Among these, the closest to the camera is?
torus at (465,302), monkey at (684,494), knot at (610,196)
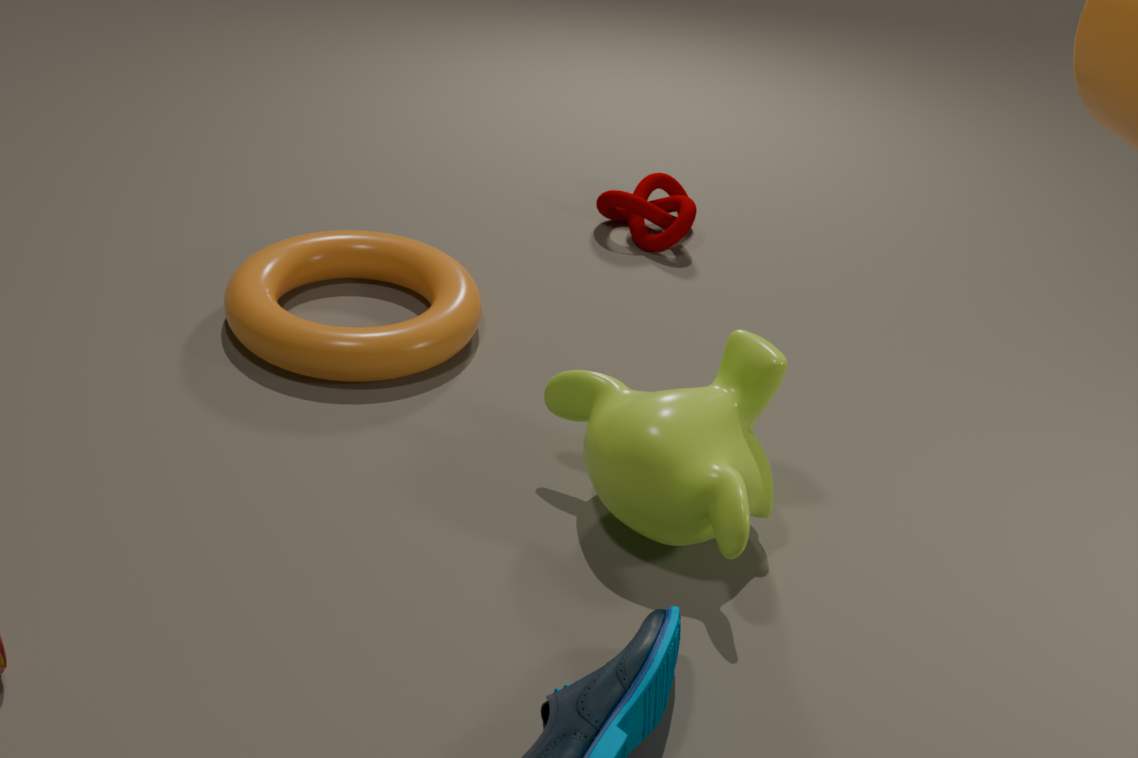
monkey at (684,494)
